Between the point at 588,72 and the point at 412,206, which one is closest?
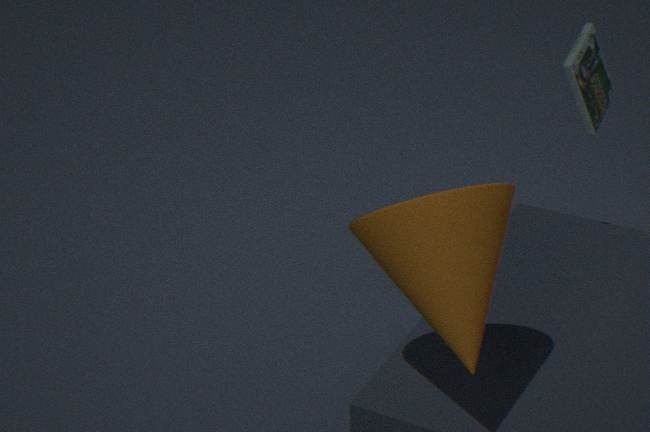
the point at 412,206
